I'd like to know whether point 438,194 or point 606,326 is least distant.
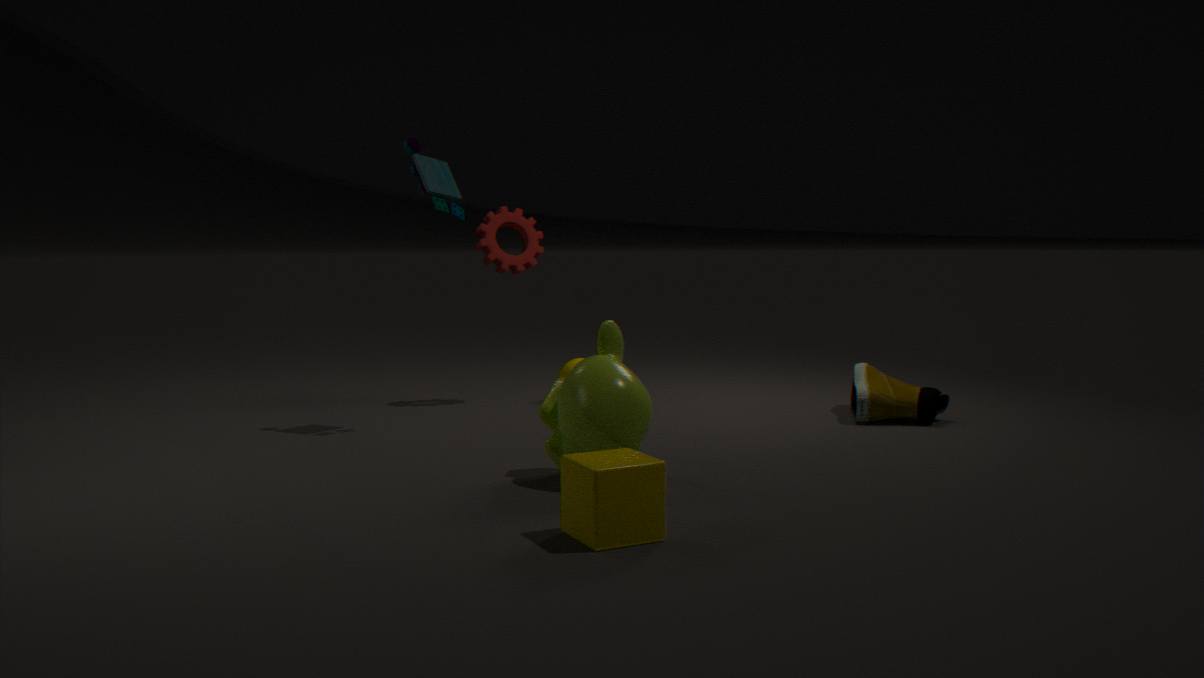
point 606,326
